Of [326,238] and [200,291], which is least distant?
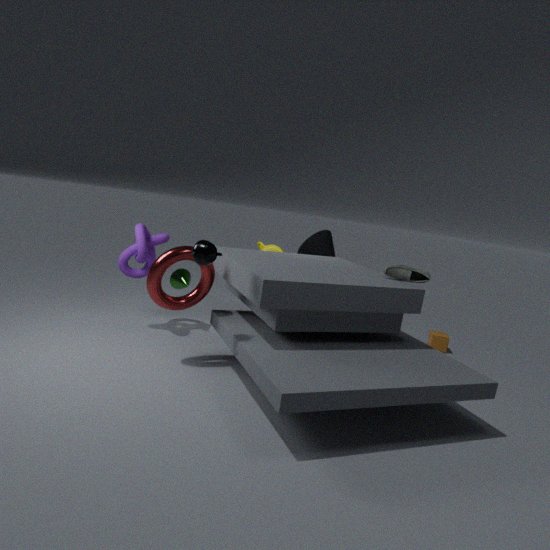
[200,291]
